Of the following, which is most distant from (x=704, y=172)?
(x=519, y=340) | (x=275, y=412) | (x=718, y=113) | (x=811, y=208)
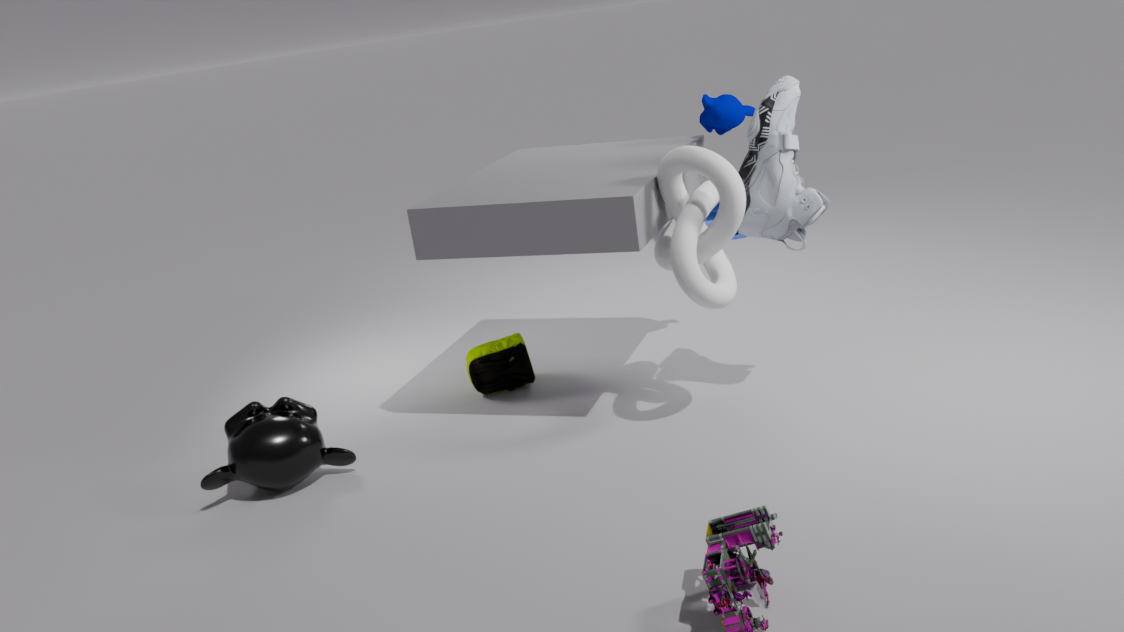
(x=275, y=412)
